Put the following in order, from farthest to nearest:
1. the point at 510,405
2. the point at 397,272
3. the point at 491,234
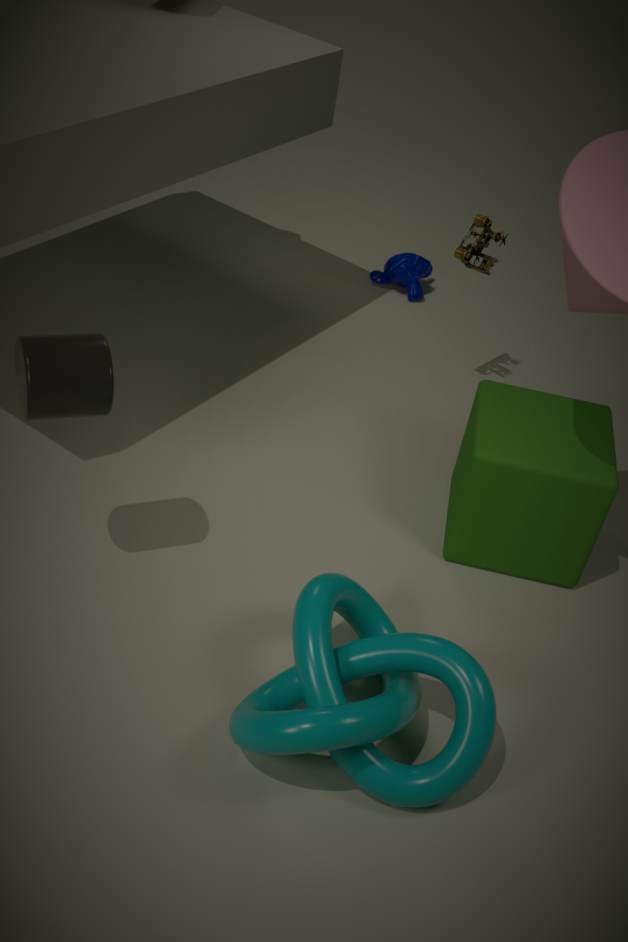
the point at 397,272 → the point at 491,234 → the point at 510,405
